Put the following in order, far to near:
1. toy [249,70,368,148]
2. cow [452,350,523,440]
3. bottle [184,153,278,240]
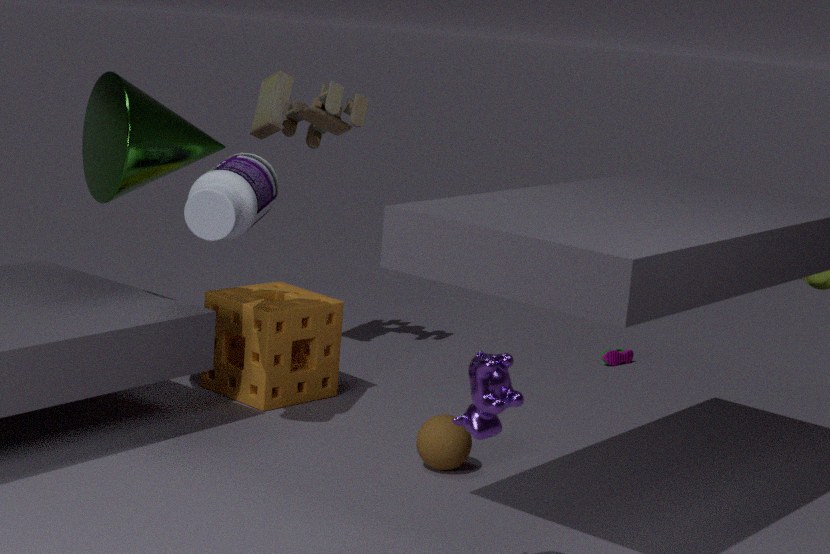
toy [249,70,368,148] < bottle [184,153,278,240] < cow [452,350,523,440]
